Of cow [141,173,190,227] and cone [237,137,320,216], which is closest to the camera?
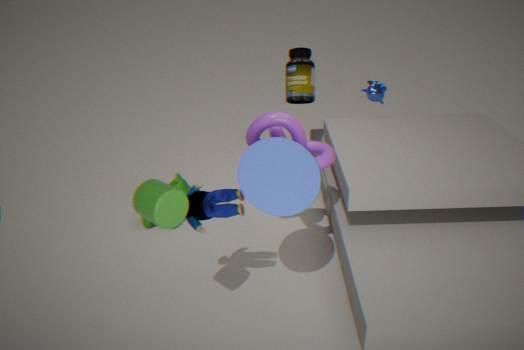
cone [237,137,320,216]
